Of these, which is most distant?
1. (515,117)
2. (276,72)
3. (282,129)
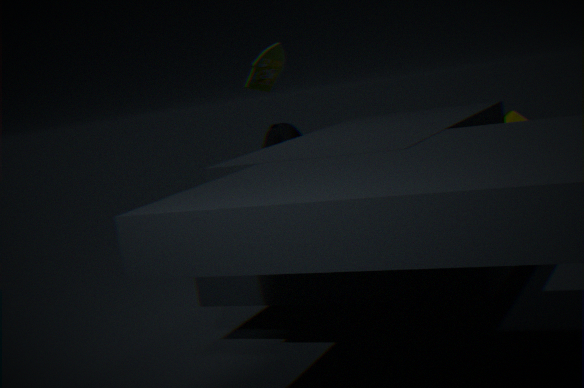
(276,72)
